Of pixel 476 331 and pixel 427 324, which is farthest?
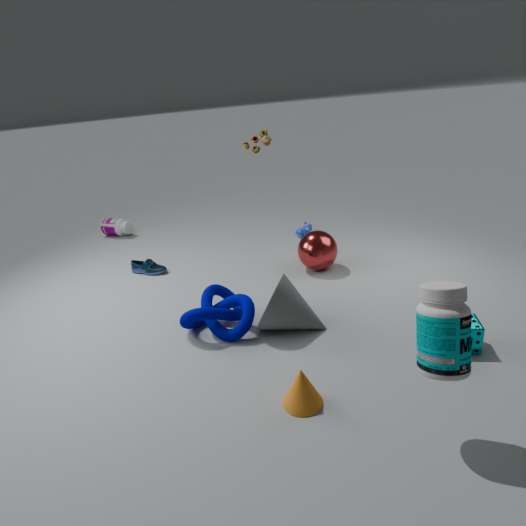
pixel 476 331
